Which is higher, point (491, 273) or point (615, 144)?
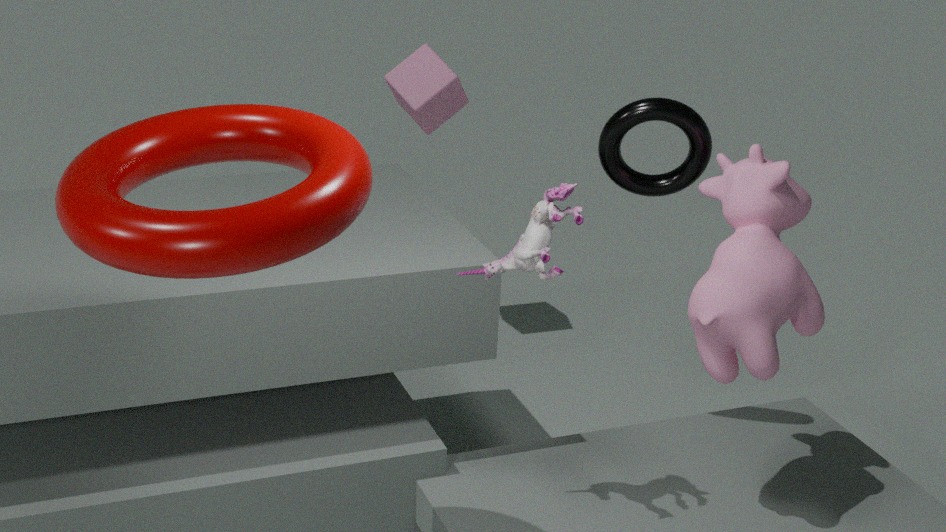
point (615, 144)
